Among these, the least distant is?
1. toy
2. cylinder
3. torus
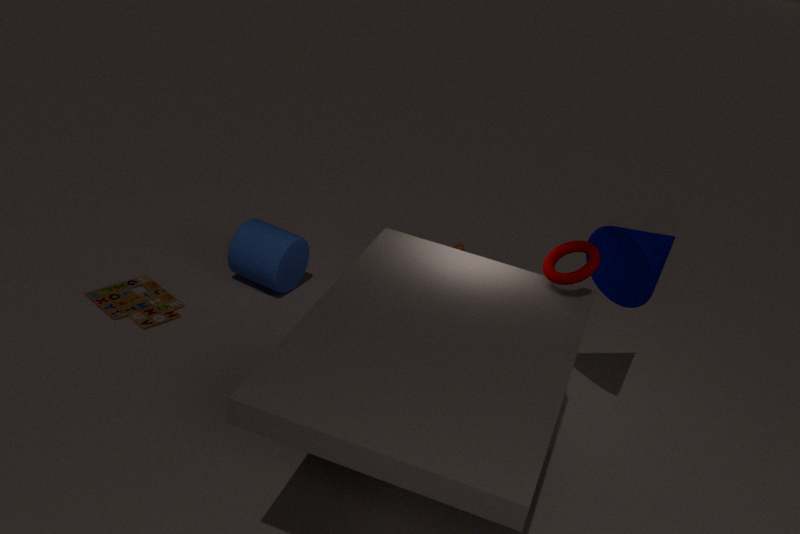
torus
